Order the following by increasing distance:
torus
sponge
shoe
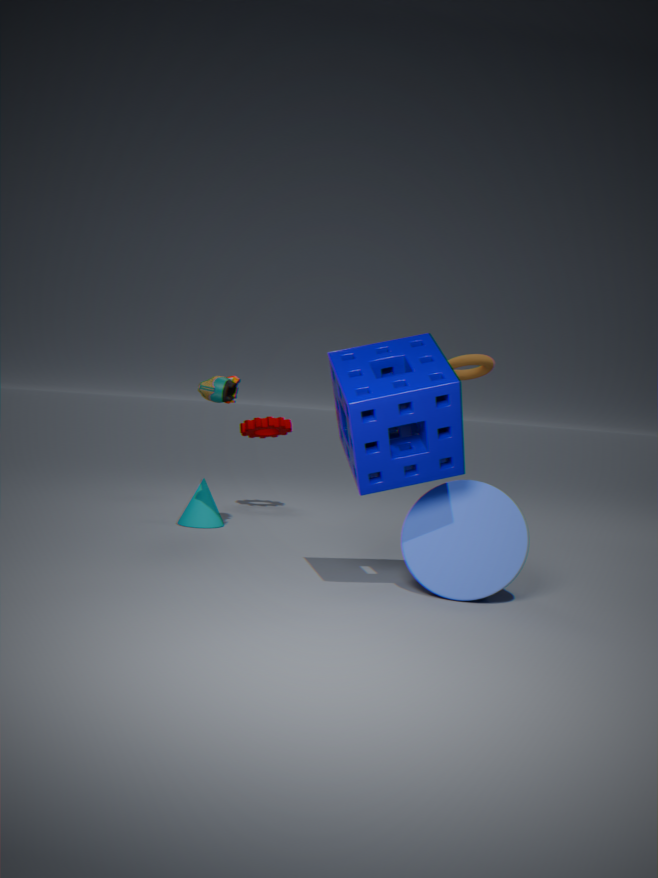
sponge → shoe → torus
